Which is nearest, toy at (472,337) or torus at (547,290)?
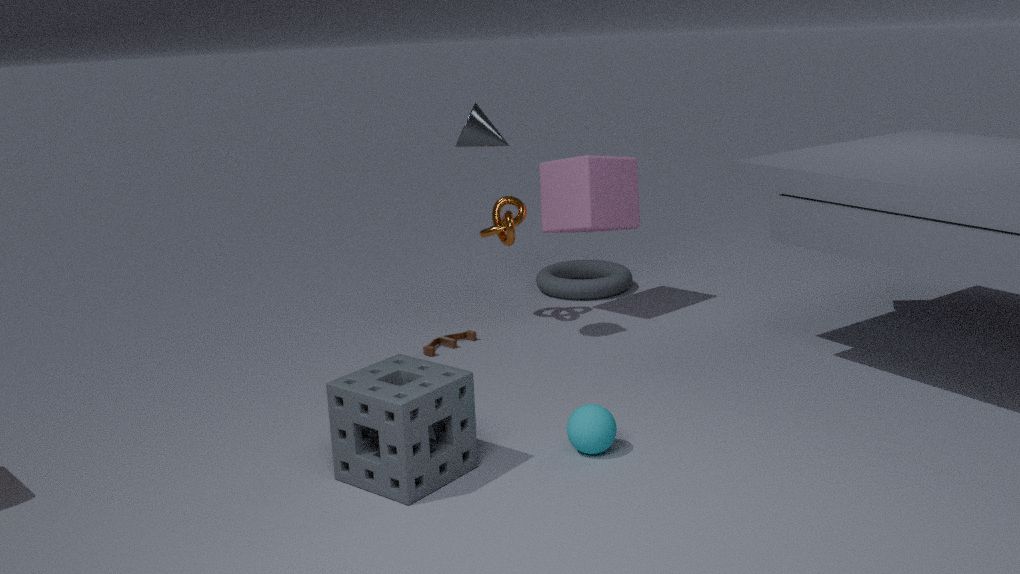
toy at (472,337)
